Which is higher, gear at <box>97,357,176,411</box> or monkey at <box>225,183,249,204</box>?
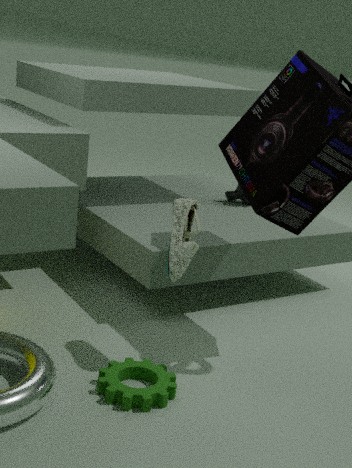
monkey at <box>225,183,249,204</box>
